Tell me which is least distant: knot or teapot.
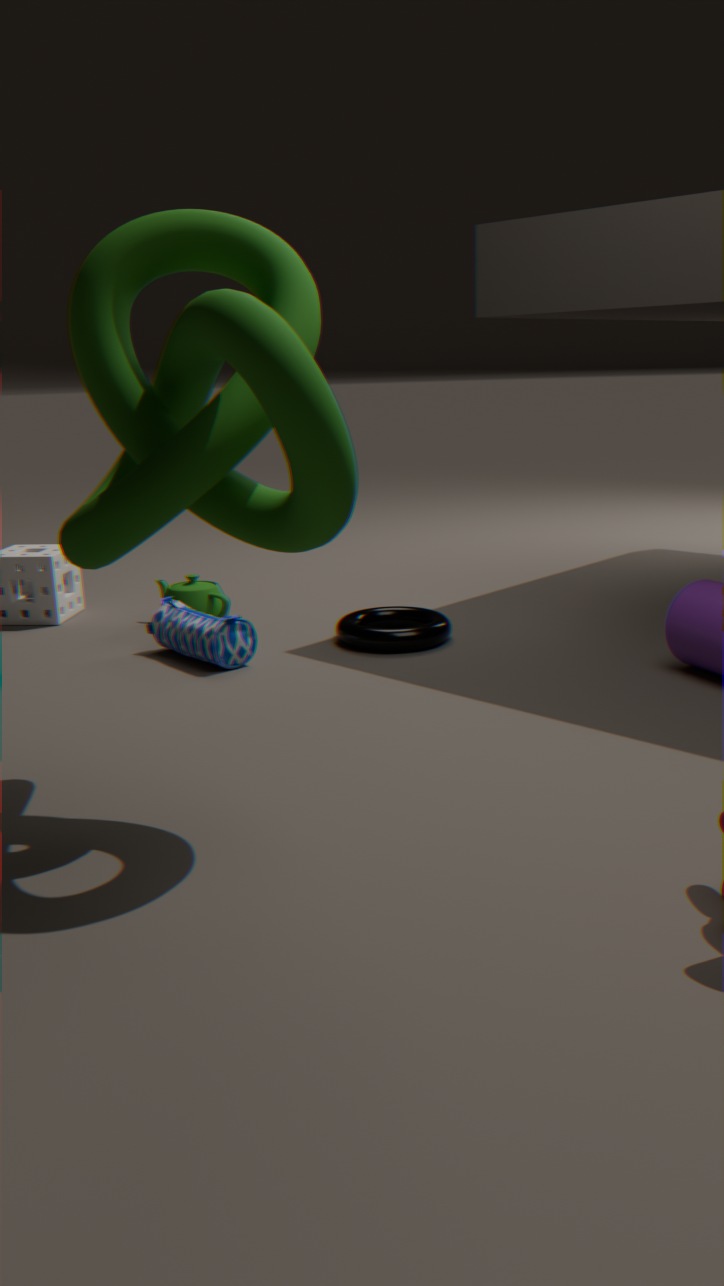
knot
